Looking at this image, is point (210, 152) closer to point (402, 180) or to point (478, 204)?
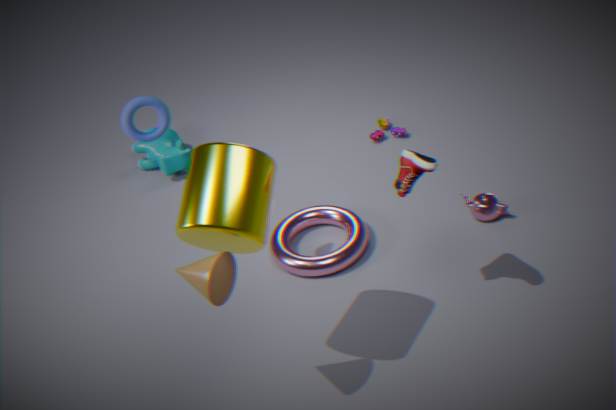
point (402, 180)
